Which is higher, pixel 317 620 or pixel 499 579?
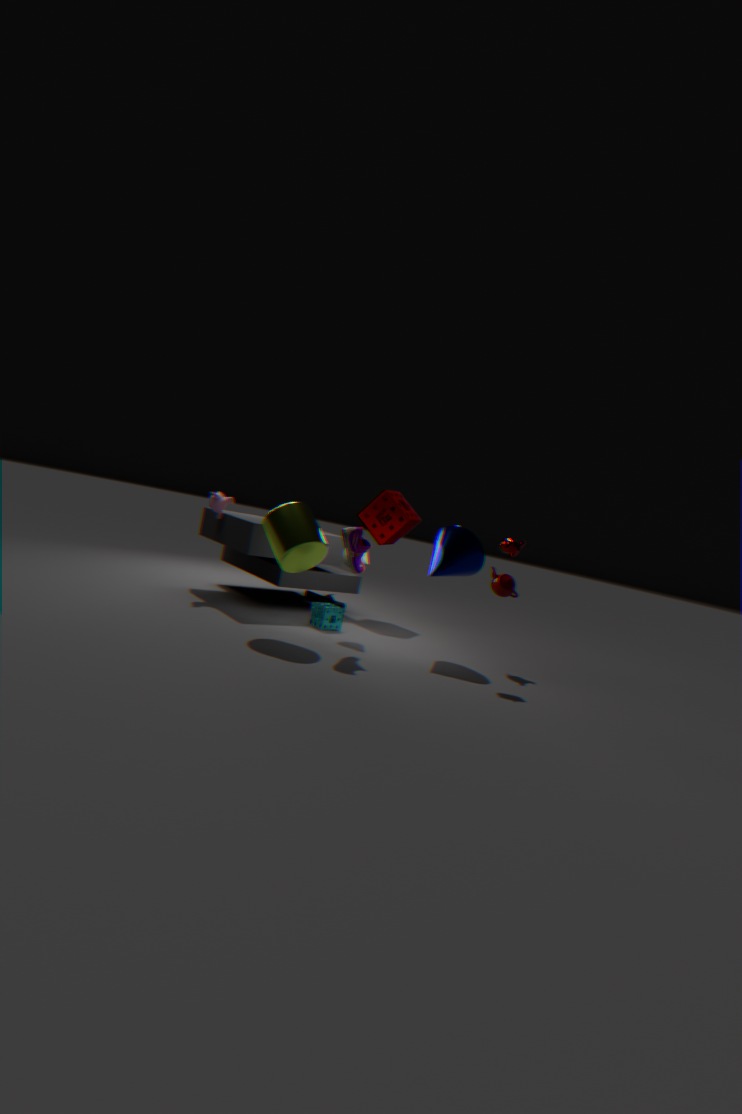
pixel 499 579
